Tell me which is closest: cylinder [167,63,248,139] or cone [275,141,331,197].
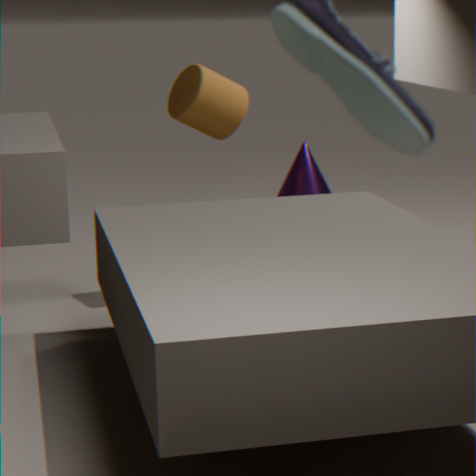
cylinder [167,63,248,139]
